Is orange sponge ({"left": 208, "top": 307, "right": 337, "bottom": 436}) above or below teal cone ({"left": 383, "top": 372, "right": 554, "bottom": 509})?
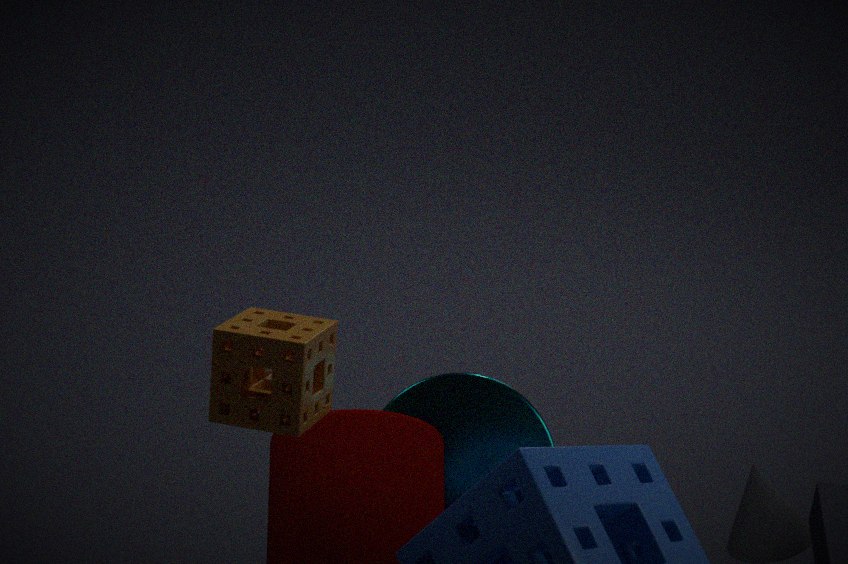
above
